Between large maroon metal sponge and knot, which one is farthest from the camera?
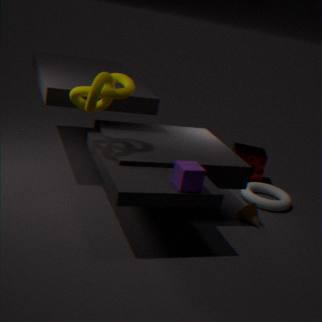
large maroon metal sponge
